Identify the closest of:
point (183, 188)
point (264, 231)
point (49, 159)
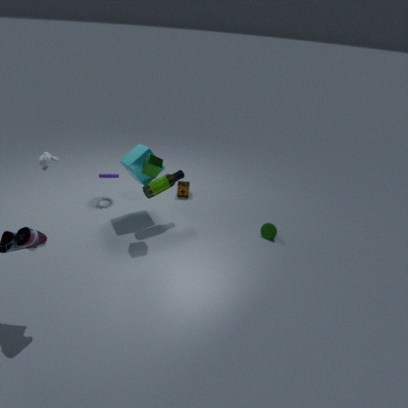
point (49, 159)
